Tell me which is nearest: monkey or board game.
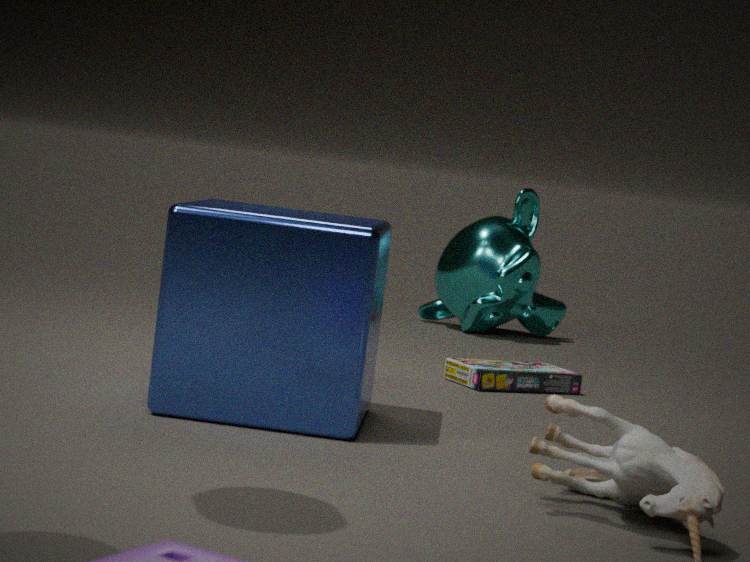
board game
